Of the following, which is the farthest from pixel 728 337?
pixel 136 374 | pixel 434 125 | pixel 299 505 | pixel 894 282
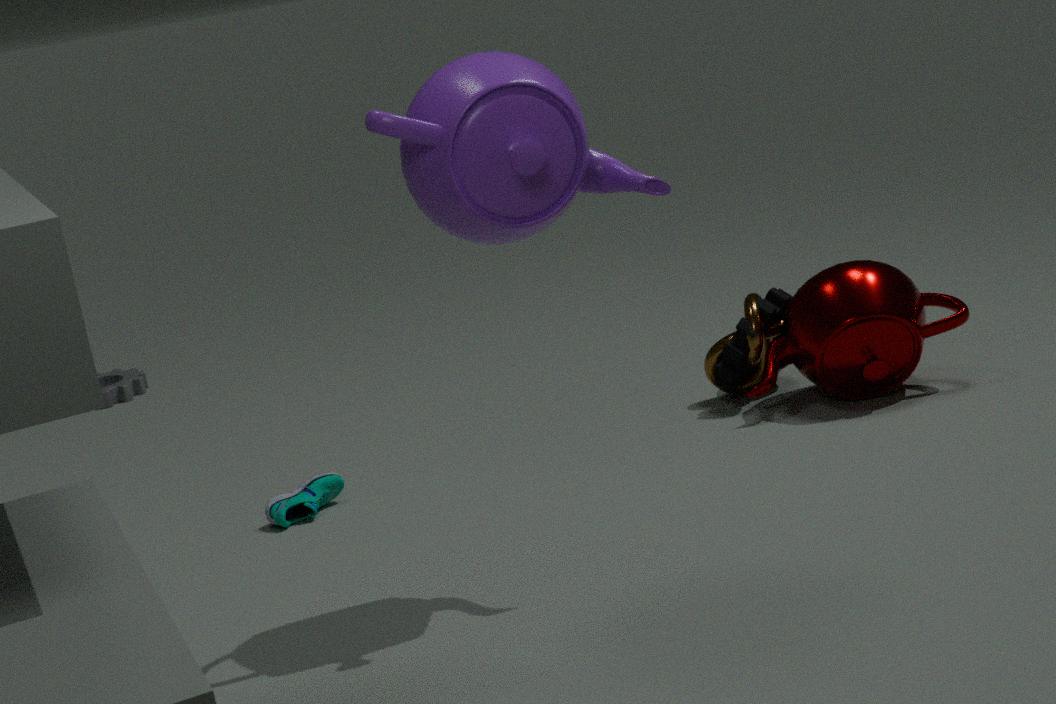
pixel 136 374
